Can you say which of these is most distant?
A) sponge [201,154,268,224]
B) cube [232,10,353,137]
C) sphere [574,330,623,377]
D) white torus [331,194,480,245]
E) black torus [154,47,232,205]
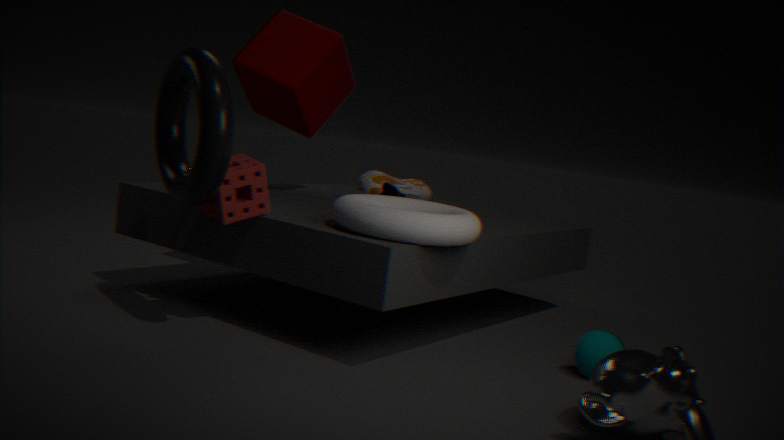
cube [232,10,353,137]
